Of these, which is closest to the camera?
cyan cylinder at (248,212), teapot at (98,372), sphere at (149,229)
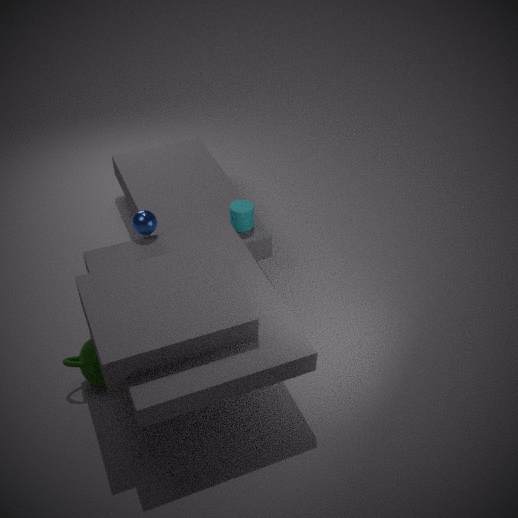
teapot at (98,372)
